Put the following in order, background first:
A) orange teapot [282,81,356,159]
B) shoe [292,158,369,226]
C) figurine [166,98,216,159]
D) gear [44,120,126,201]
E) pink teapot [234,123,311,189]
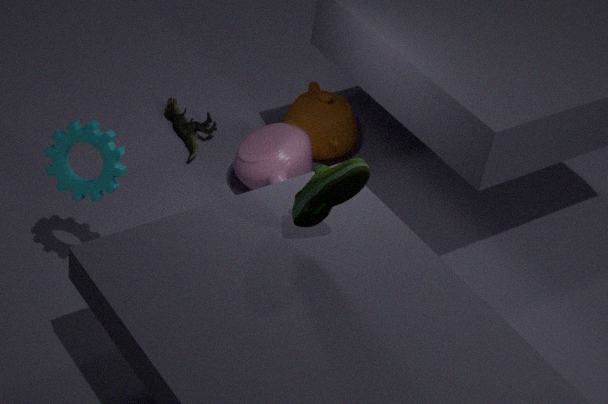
figurine [166,98,216,159], orange teapot [282,81,356,159], pink teapot [234,123,311,189], gear [44,120,126,201], shoe [292,158,369,226]
